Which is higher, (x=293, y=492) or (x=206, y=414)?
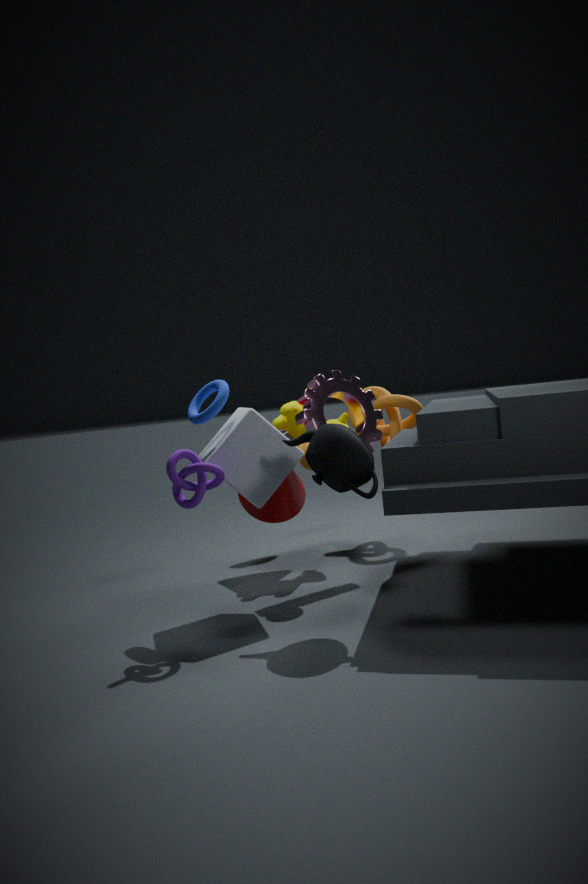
(x=206, y=414)
